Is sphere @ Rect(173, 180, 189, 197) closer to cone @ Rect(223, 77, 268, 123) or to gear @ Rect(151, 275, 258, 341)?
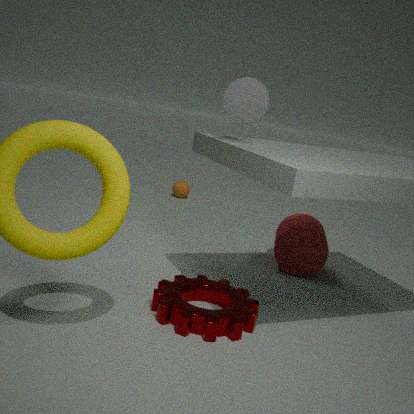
gear @ Rect(151, 275, 258, 341)
